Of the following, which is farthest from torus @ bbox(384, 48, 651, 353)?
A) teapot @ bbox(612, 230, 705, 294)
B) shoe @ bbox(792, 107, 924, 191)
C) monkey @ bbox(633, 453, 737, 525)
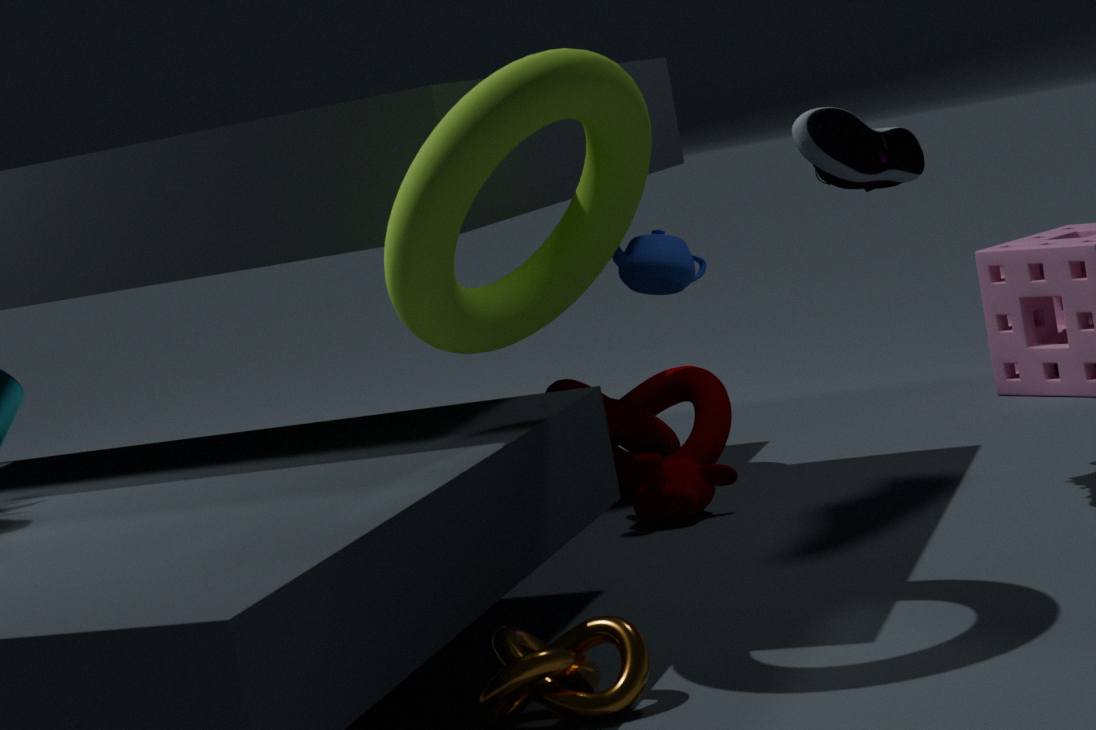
teapot @ bbox(612, 230, 705, 294)
